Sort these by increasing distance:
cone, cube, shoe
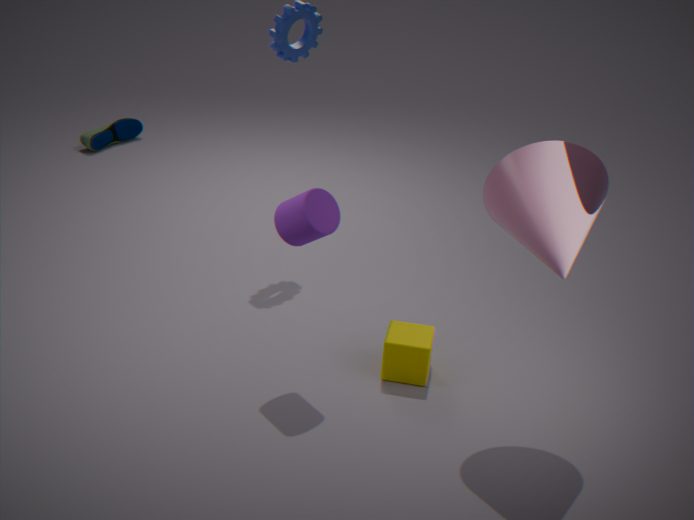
cone → cube → shoe
